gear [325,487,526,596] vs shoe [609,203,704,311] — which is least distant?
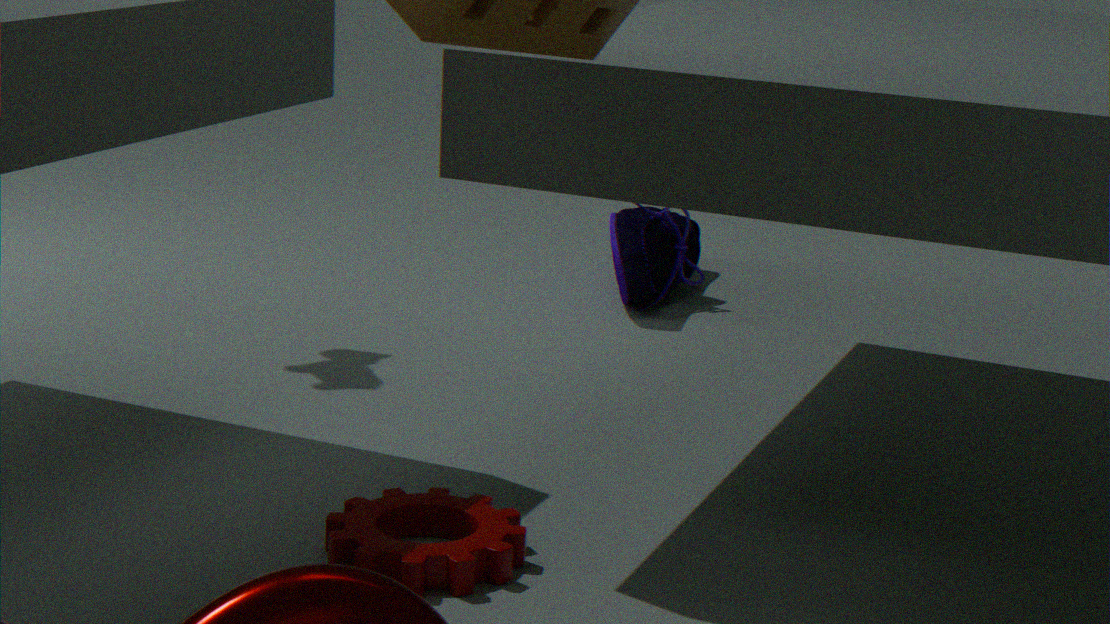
gear [325,487,526,596]
